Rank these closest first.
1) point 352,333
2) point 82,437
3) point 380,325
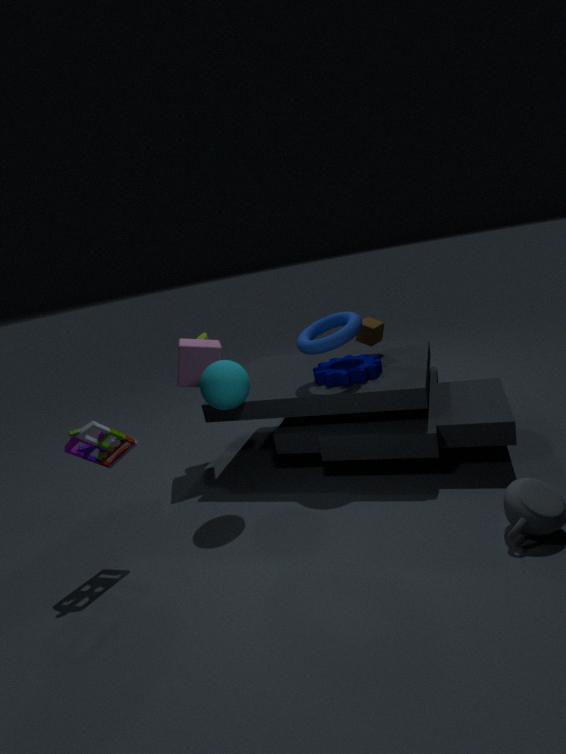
2. point 82,437 → 1. point 352,333 → 3. point 380,325
